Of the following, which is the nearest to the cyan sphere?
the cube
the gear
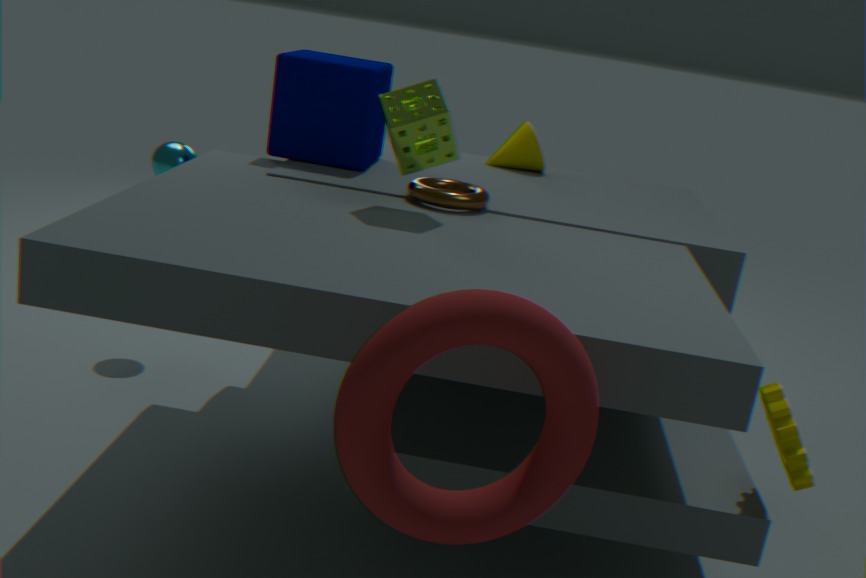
the cube
